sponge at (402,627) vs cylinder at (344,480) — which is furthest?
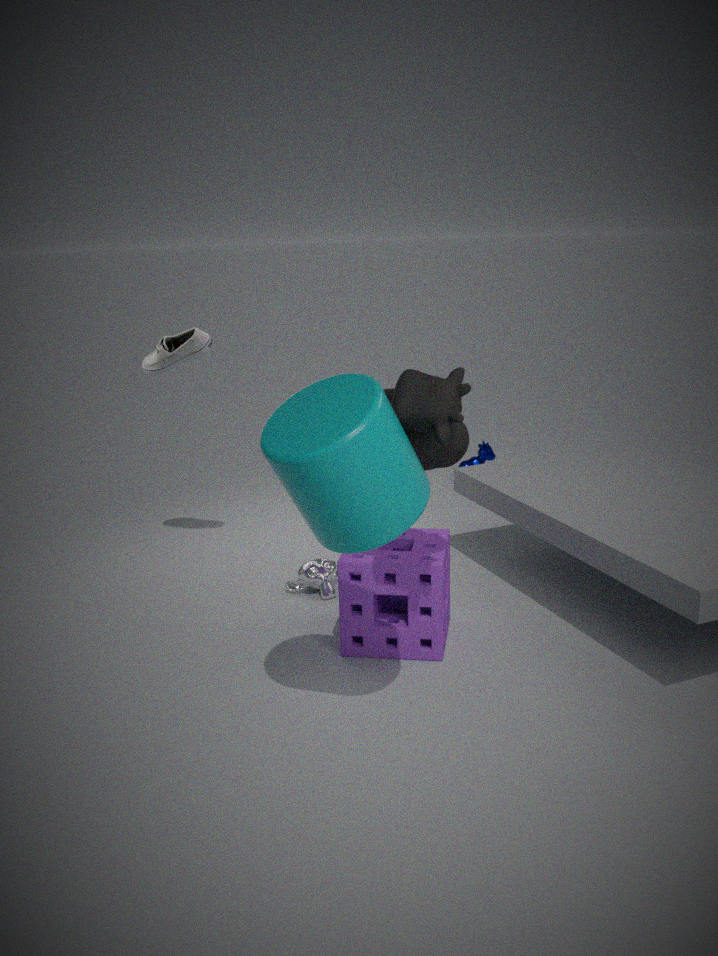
sponge at (402,627)
